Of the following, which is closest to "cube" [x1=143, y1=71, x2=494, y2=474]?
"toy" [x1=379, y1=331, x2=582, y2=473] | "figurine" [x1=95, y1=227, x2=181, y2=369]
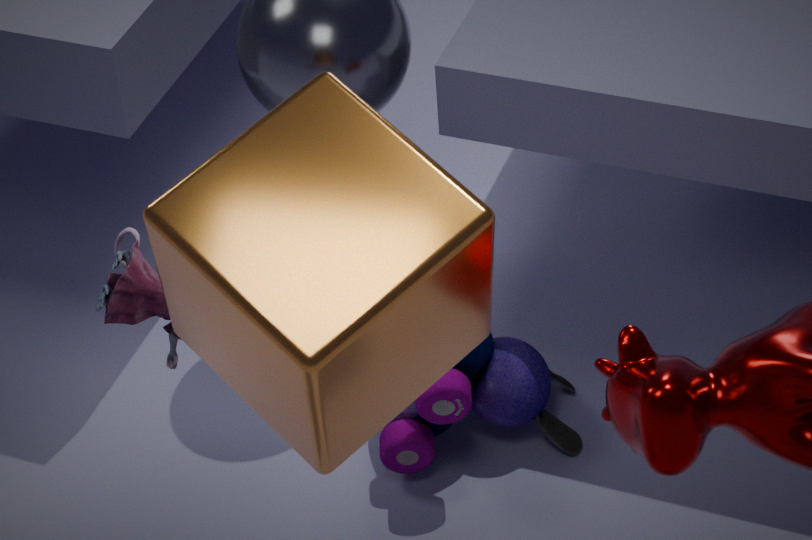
"figurine" [x1=95, y1=227, x2=181, y2=369]
